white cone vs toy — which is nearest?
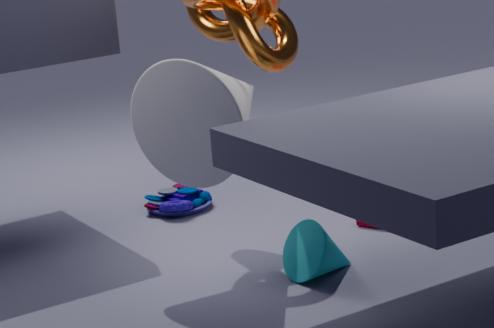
white cone
